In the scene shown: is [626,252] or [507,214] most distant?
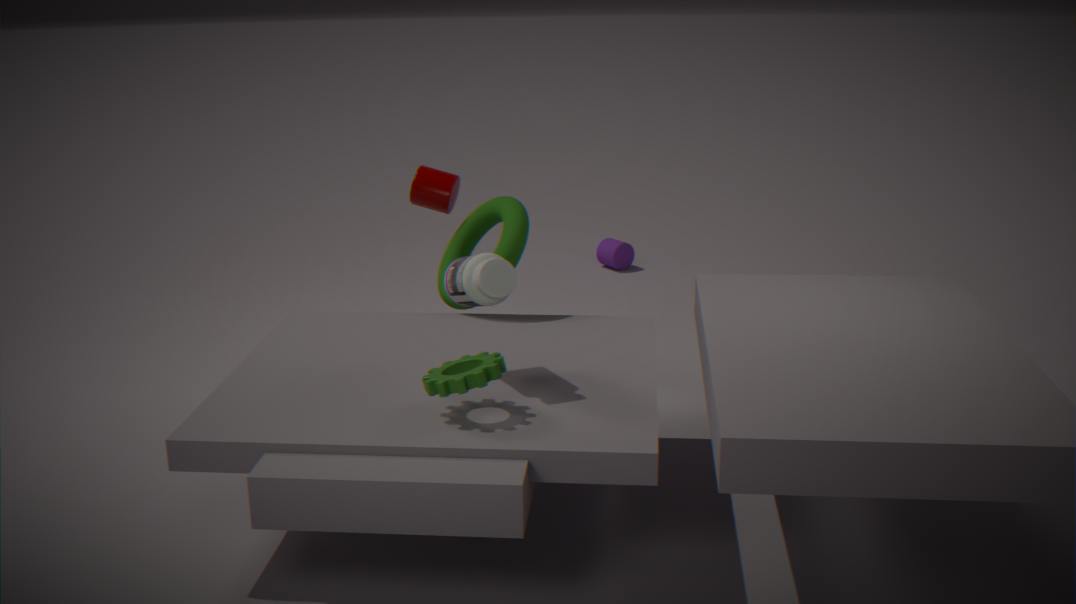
[626,252]
